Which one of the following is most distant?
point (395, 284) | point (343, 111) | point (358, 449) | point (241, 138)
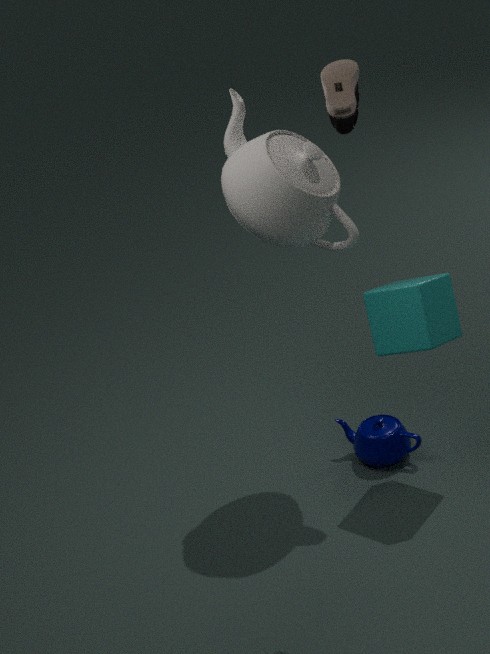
point (358, 449)
